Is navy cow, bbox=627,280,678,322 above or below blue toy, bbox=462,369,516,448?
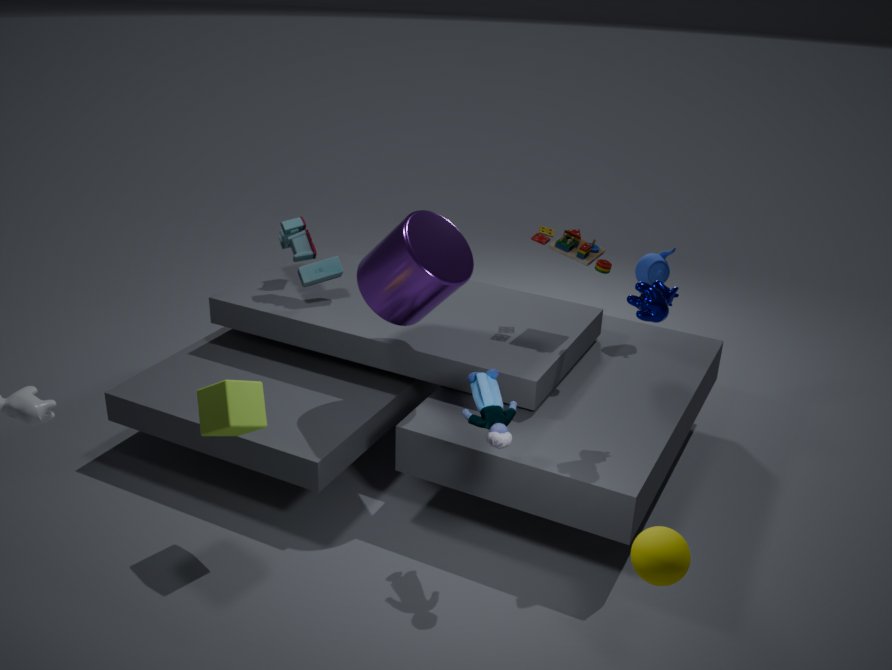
above
